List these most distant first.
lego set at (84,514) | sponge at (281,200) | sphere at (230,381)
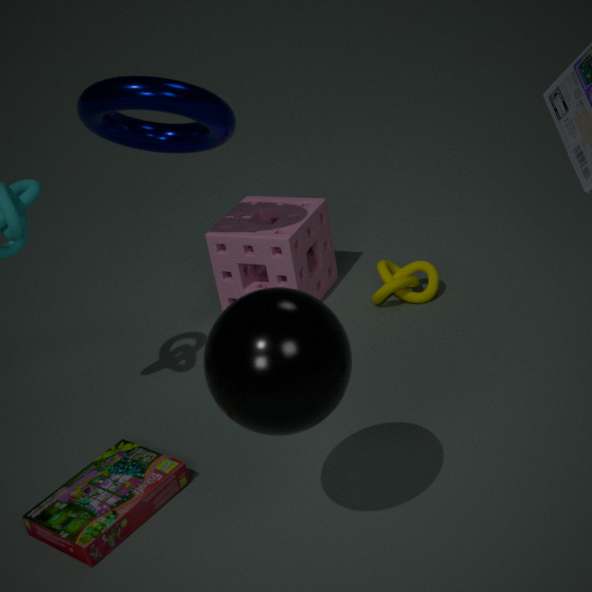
sponge at (281,200)
lego set at (84,514)
sphere at (230,381)
